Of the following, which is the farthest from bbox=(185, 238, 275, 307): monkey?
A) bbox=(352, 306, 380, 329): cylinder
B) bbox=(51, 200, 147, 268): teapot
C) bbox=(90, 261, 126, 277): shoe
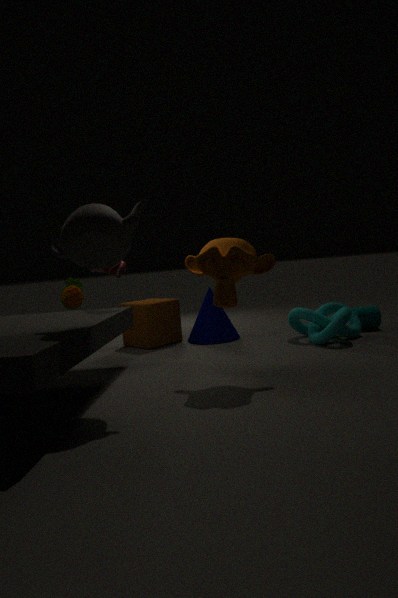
bbox=(352, 306, 380, 329): cylinder
